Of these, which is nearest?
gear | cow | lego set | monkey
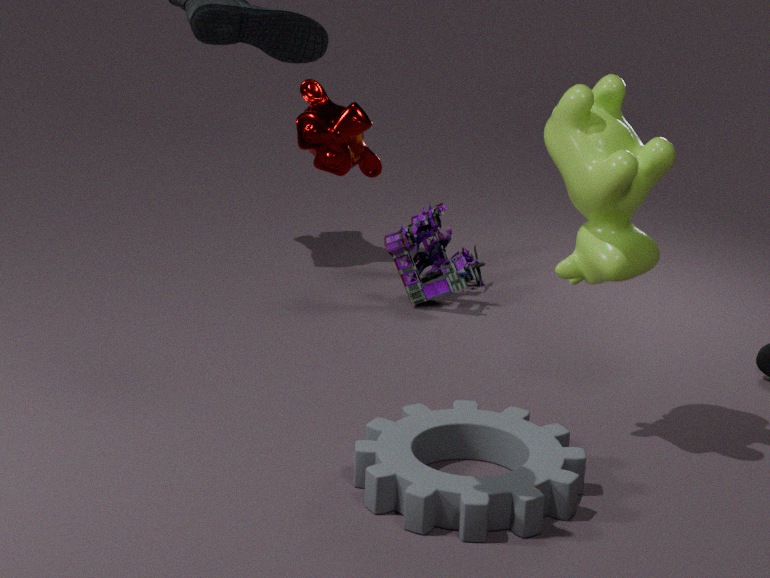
monkey
